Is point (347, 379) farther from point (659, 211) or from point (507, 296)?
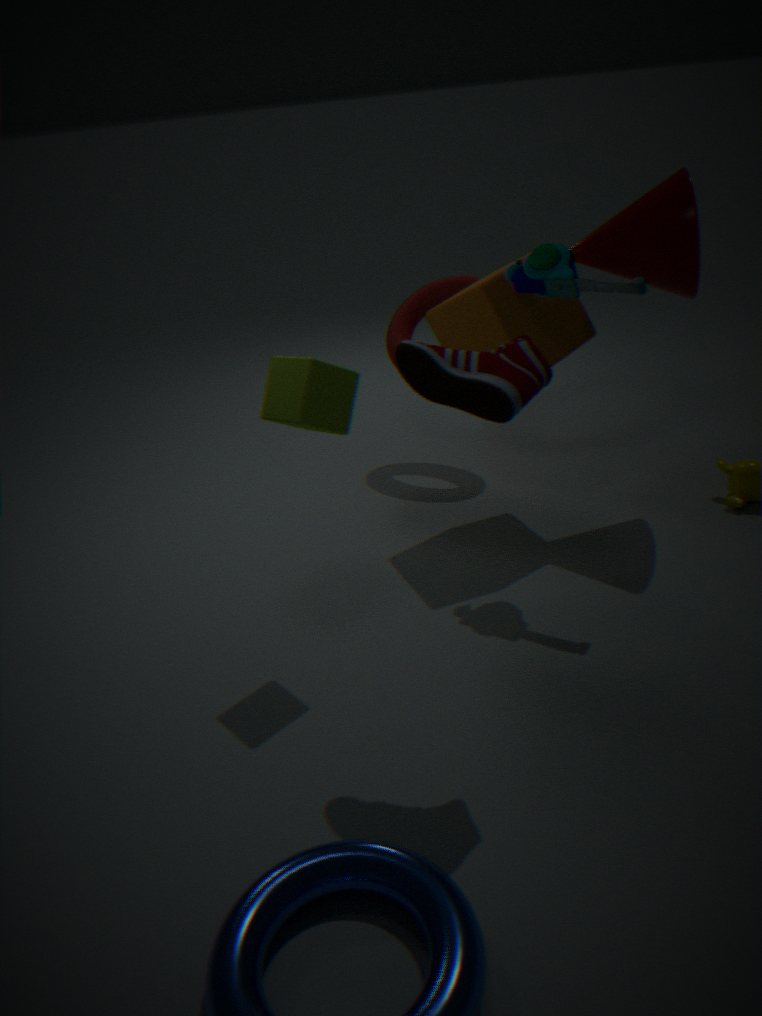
point (659, 211)
